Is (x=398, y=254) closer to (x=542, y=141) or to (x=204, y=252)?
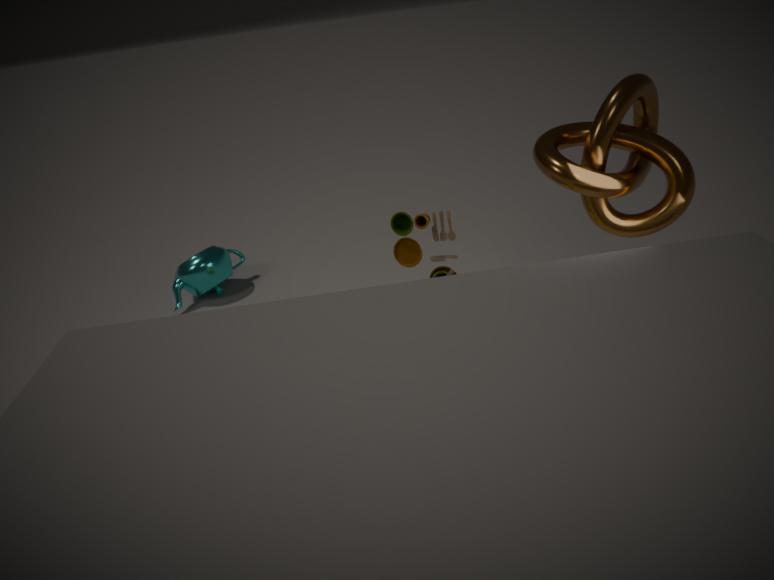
(x=542, y=141)
